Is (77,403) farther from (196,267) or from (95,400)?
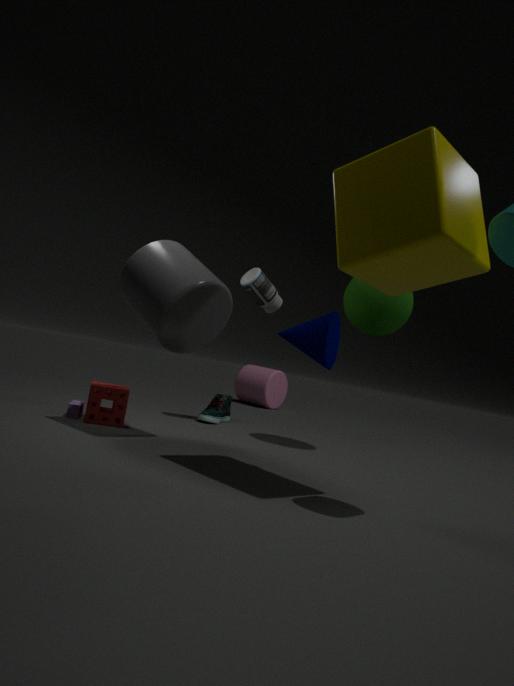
(196,267)
